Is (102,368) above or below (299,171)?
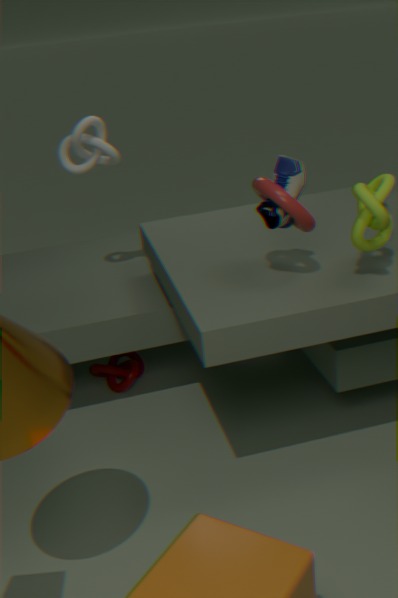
below
